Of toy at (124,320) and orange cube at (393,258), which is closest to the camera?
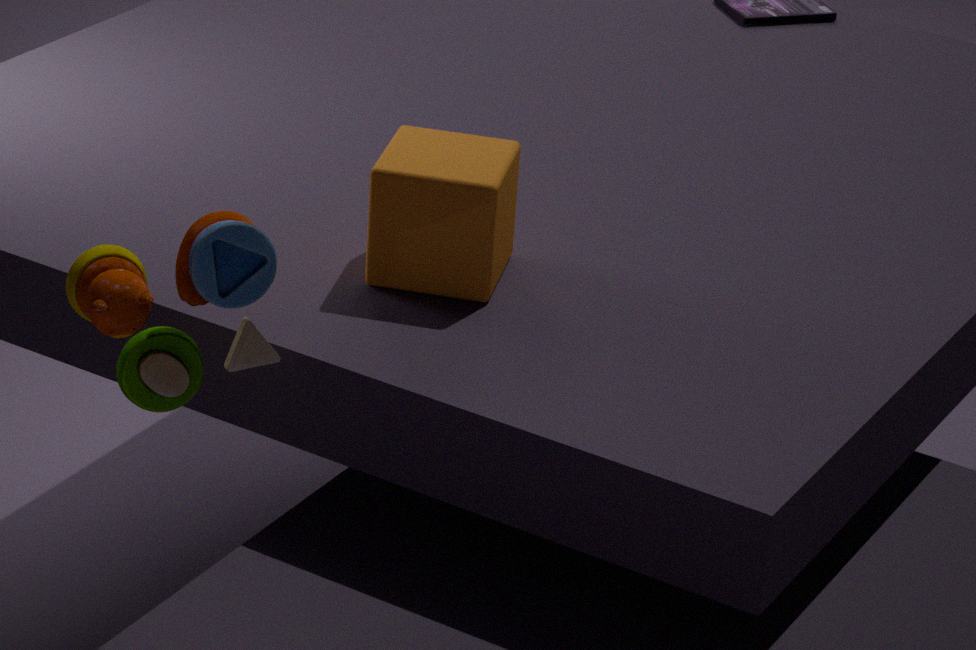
toy at (124,320)
